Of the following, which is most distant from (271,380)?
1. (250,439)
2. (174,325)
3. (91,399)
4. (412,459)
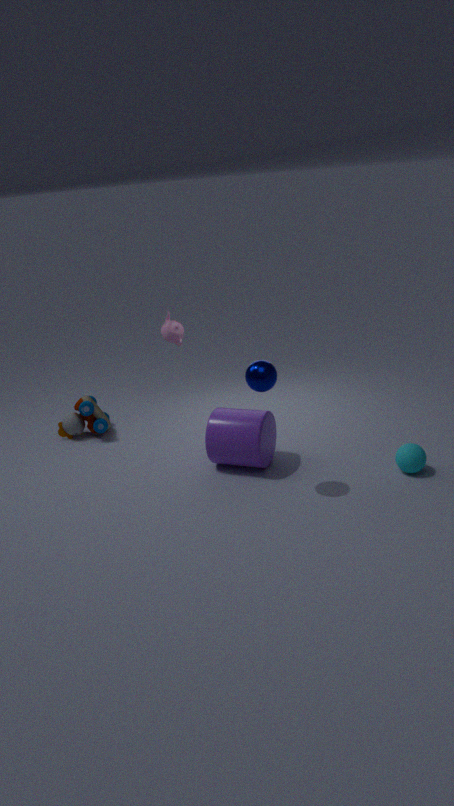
(91,399)
